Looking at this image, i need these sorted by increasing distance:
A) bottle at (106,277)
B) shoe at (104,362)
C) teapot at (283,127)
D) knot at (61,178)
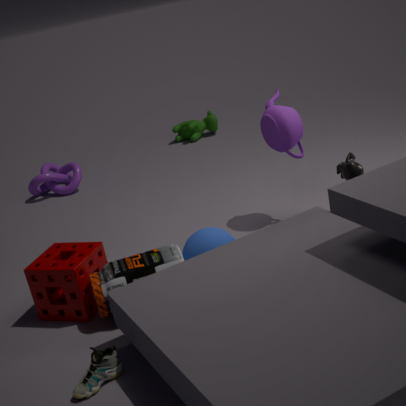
shoe at (104,362)
bottle at (106,277)
teapot at (283,127)
knot at (61,178)
